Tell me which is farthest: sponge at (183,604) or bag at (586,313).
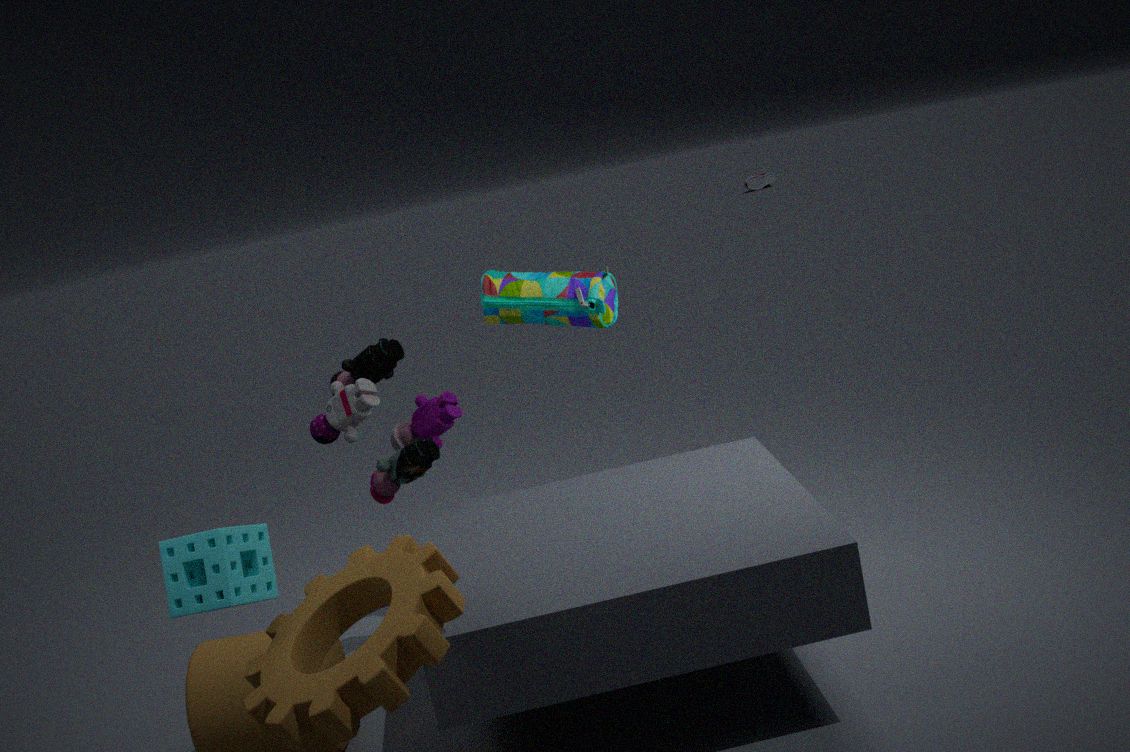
bag at (586,313)
